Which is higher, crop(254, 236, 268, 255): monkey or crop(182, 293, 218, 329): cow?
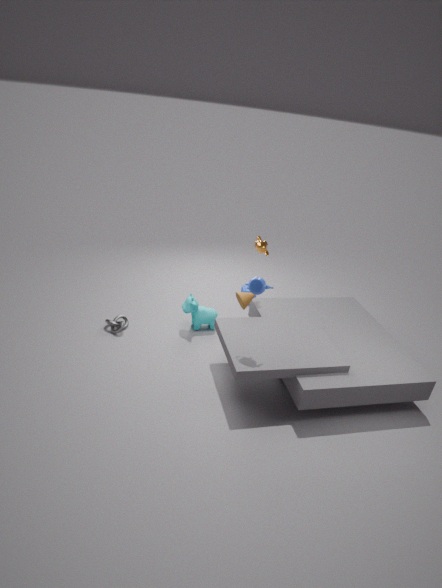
crop(254, 236, 268, 255): monkey
